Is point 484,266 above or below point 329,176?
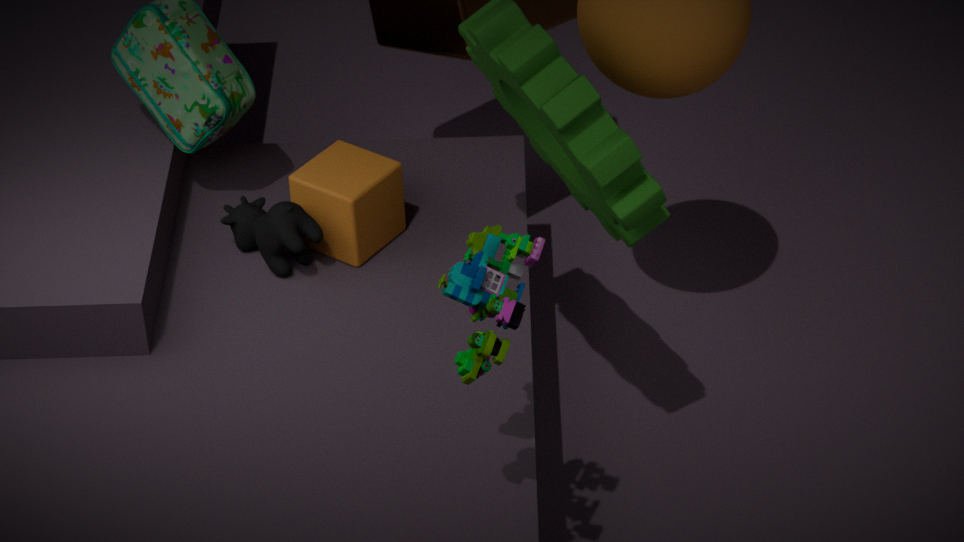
above
